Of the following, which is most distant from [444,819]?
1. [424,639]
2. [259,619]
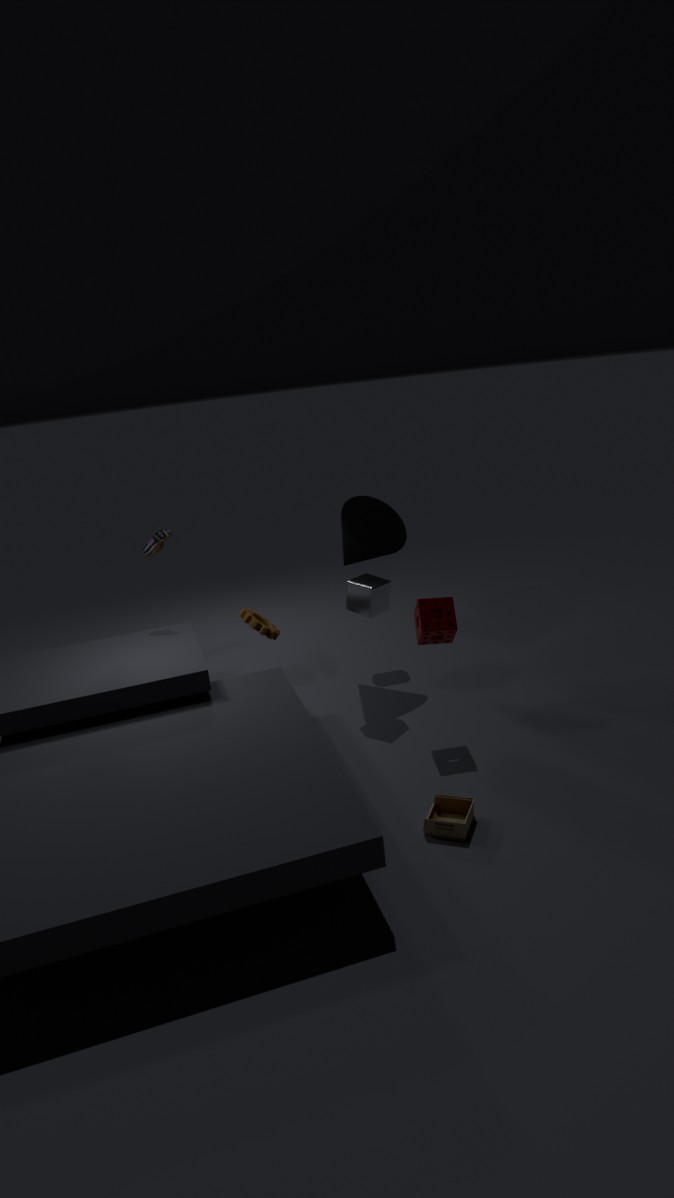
[259,619]
